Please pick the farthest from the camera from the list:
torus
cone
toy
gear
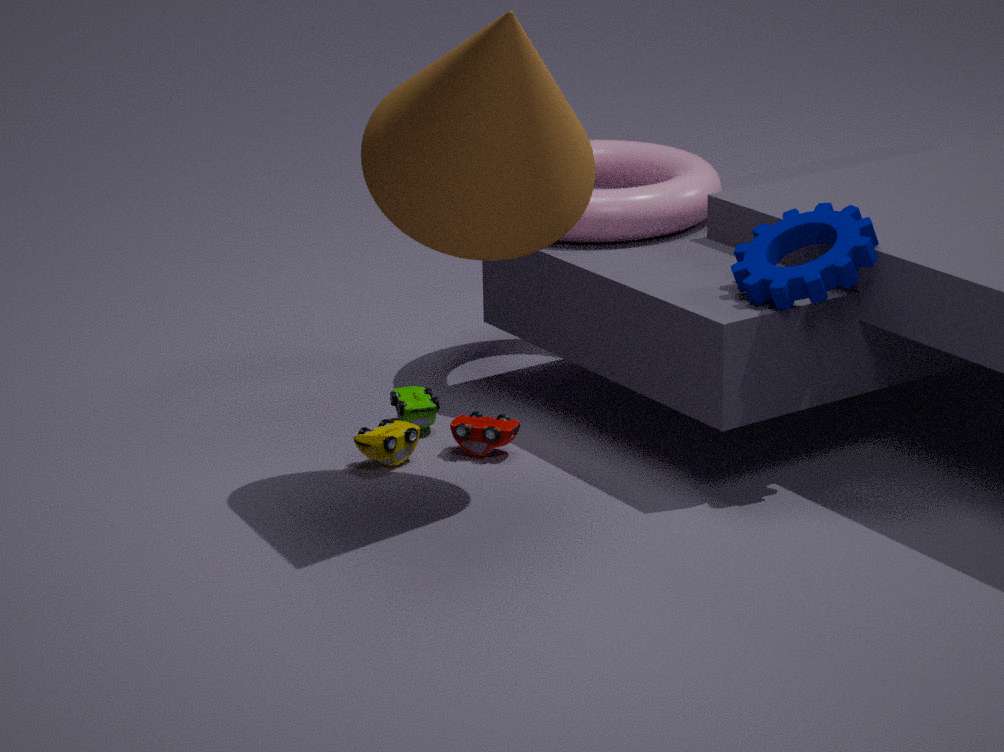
torus
